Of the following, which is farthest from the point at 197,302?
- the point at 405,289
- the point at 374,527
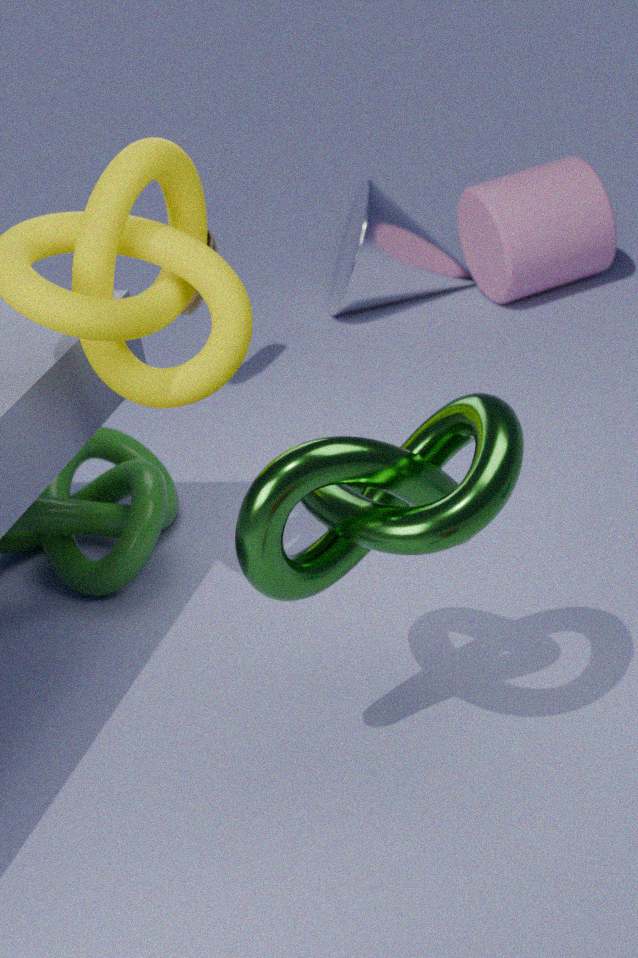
the point at 374,527
